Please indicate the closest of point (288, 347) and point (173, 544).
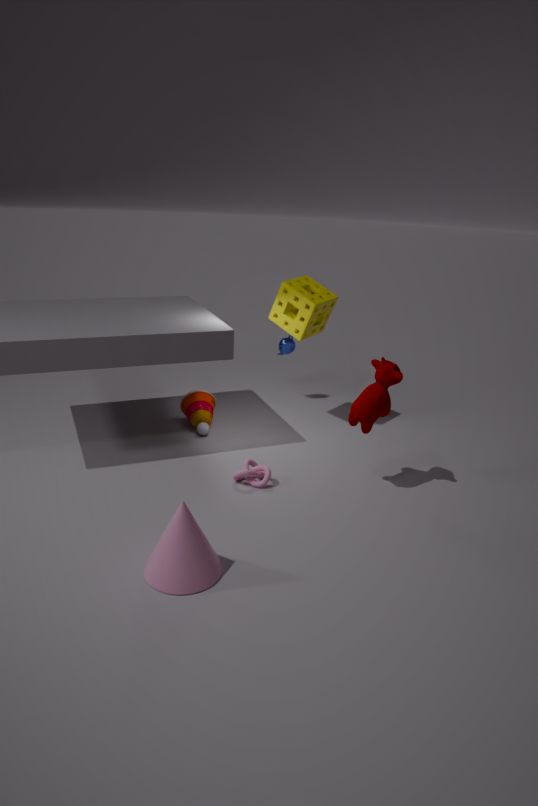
point (173, 544)
